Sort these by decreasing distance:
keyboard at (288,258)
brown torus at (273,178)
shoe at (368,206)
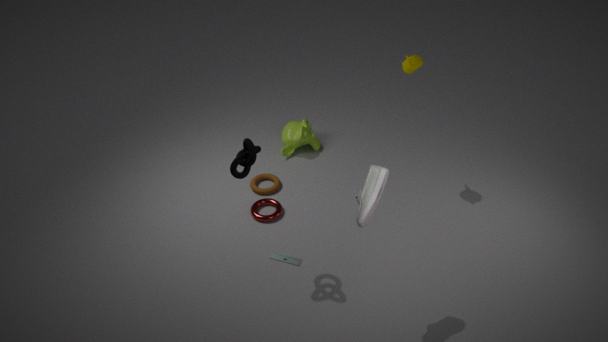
brown torus at (273,178) → keyboard at (288,258) → shoe at (368,206)
